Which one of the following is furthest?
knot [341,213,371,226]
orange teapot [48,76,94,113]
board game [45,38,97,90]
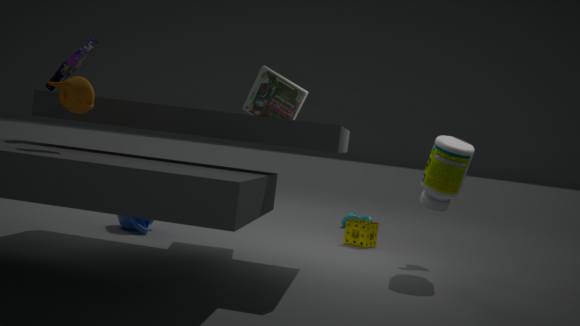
knot [341,213,371,226]
